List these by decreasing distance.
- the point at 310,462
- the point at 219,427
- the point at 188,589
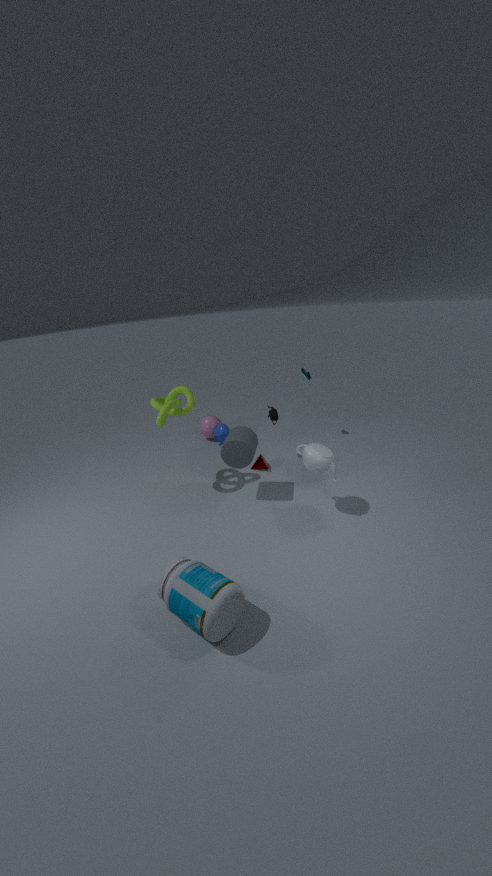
1. the point at 219,427
2. the point at 310,462
3. the point at 188,589
